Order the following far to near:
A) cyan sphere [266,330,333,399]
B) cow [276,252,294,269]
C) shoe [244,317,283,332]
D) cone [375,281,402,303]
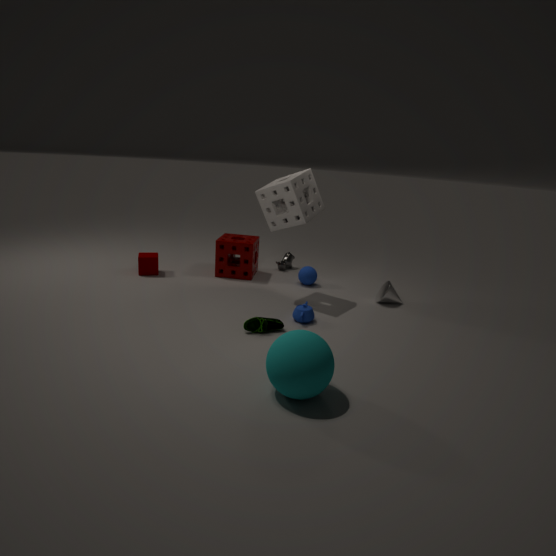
1. cow [276,252,294,269]
2. cone [375,281,402,303]
3. shoe [244,317,283,332]
4. cyan sphere [266,330,333,399]
